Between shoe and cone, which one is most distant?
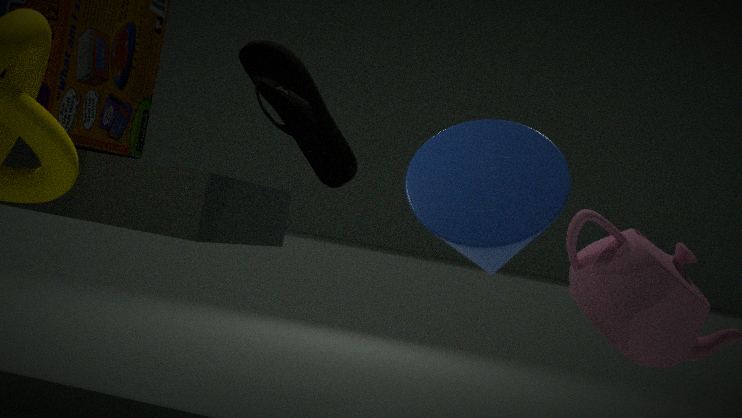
shoe
